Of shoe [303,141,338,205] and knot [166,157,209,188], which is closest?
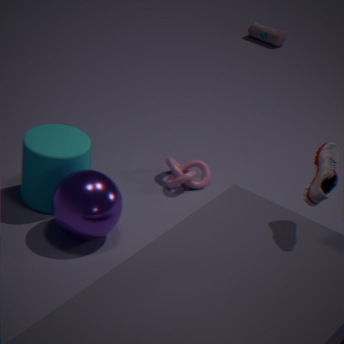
shoe [303,141,338,205]
